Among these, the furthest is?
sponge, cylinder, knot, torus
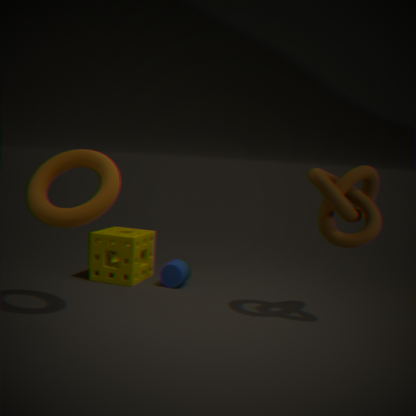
cylinder
